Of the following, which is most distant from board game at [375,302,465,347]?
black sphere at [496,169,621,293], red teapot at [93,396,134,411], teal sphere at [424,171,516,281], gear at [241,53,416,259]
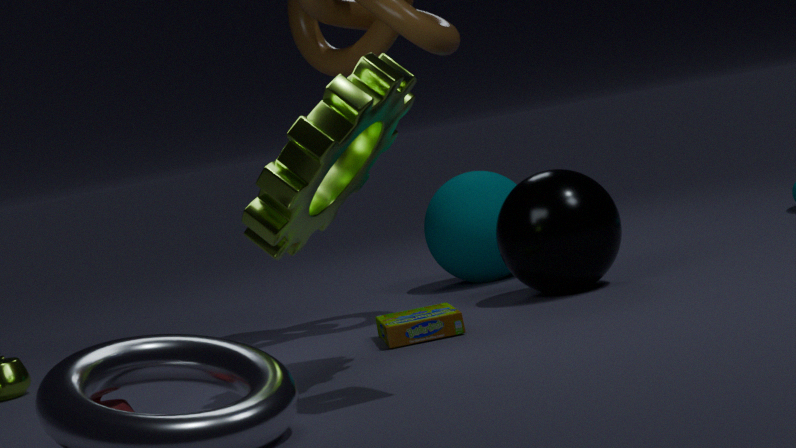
red teapot at [93,396,134,411]
